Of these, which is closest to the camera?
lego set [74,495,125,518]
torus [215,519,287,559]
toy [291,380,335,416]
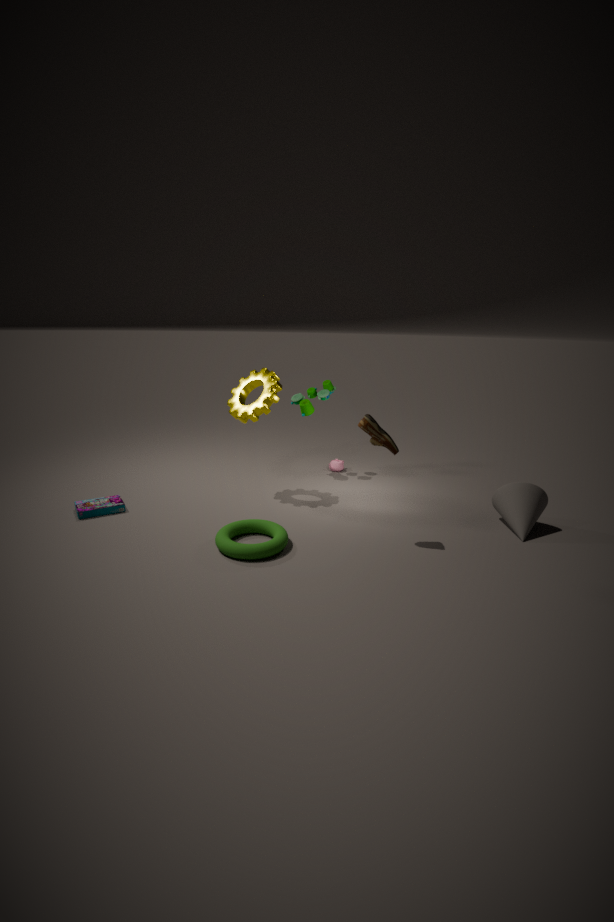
torus [215,519,287,559]
